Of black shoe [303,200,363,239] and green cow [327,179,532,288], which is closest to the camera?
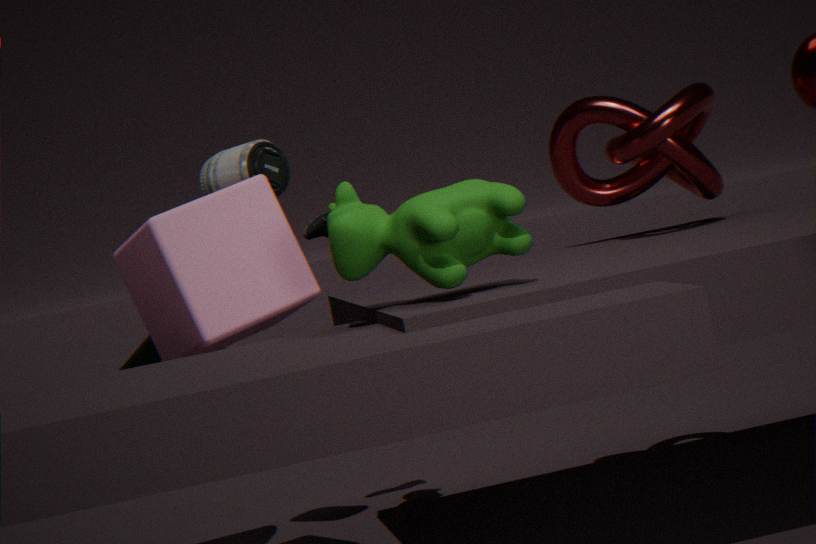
green cow [327,179,532,288]
